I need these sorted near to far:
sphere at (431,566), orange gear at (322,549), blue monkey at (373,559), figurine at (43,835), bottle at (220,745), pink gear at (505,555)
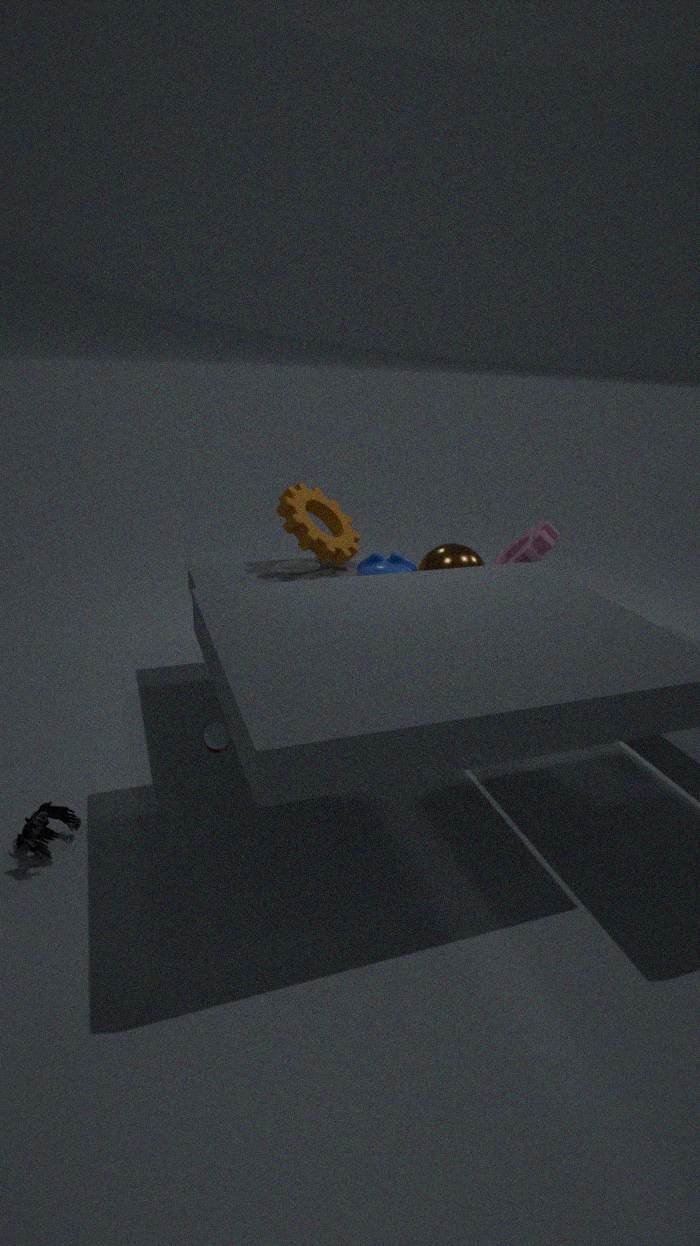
figurine at (43,835) < bottle at (220,745) < blue monkey at (373,559) < sphere at (431,566) < pink gear at (505,555) < orange gear at (322,549)
